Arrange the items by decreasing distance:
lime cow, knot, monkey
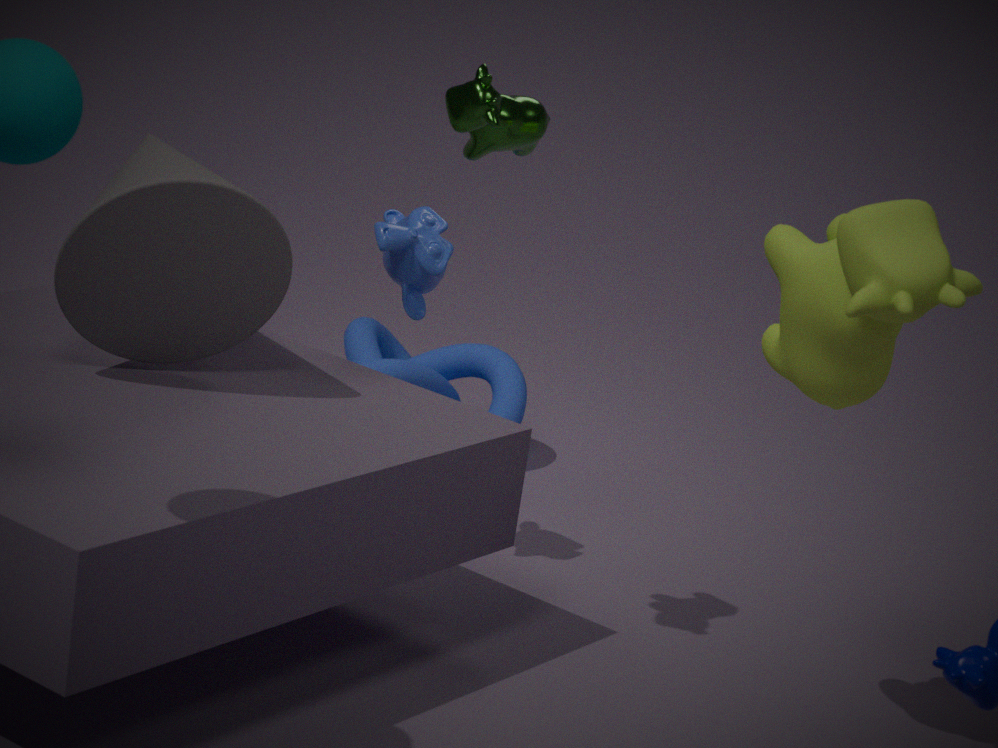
knot
monkey
lime cow
